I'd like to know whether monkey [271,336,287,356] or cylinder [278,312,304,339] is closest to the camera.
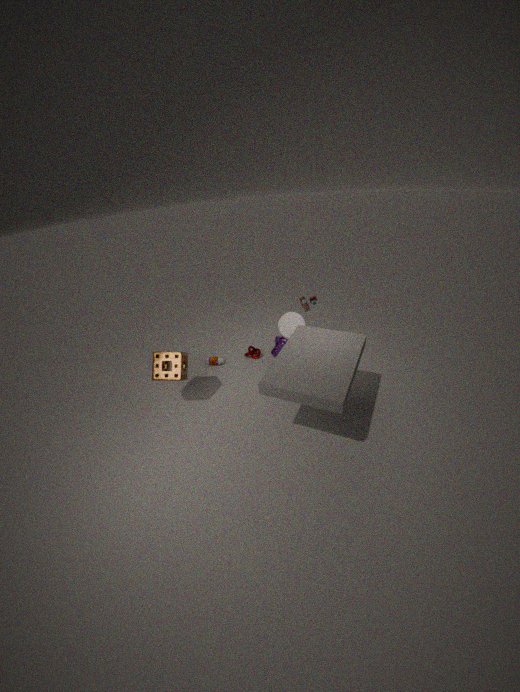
cylinder [278,312,304,339]
